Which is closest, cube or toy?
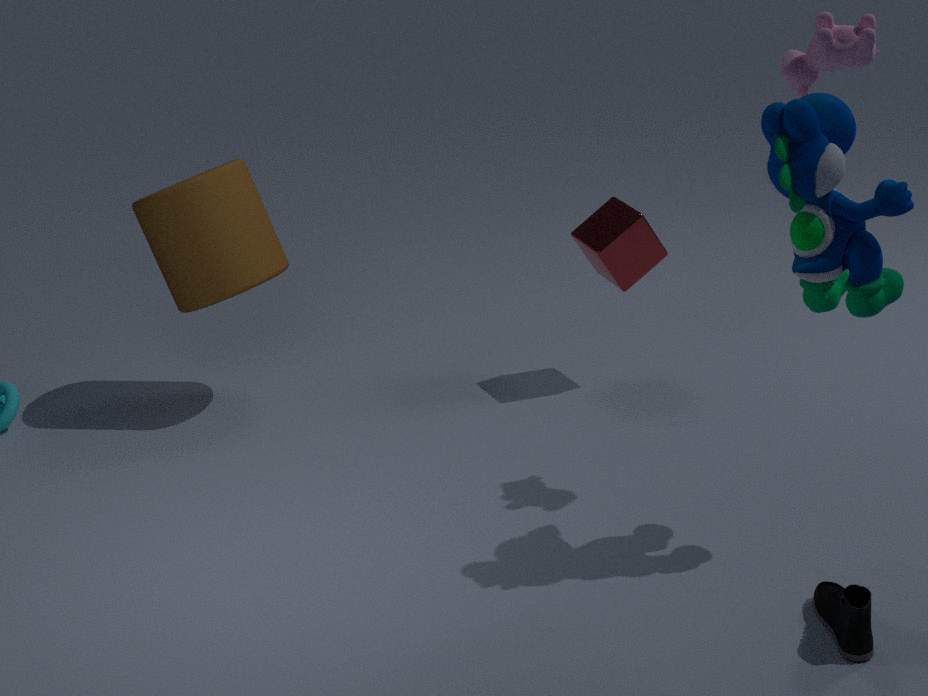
toy
